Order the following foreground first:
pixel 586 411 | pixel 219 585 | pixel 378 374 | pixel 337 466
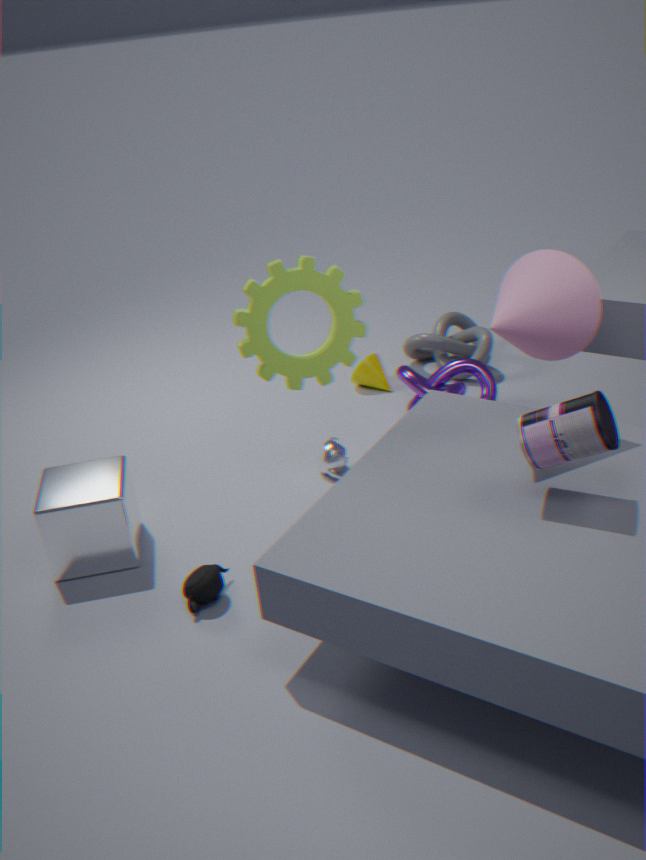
pixel 586 411 < pixel 219 585 < pixel 337 466 < pixel 378 374
